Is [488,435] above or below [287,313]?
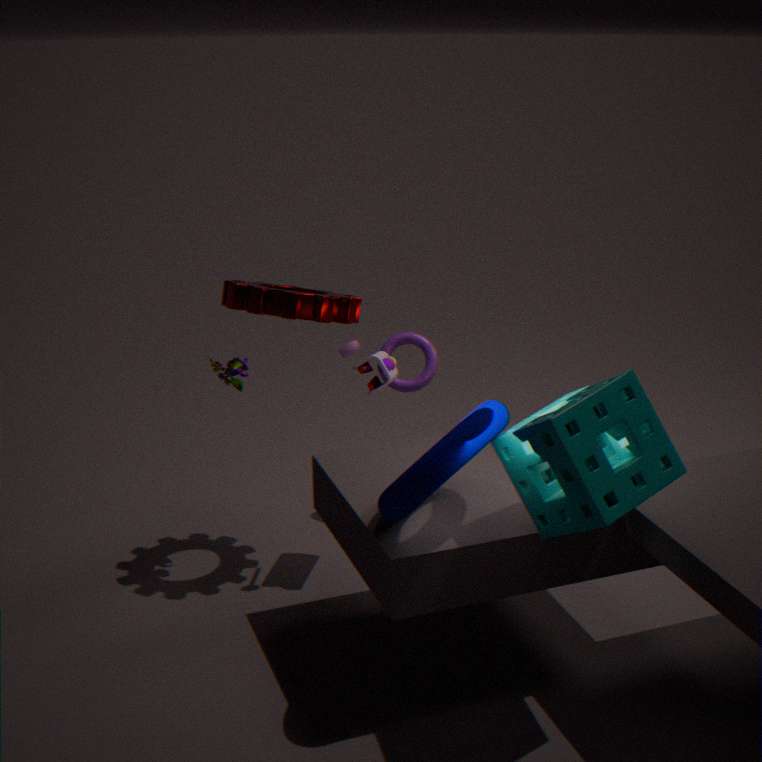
below
